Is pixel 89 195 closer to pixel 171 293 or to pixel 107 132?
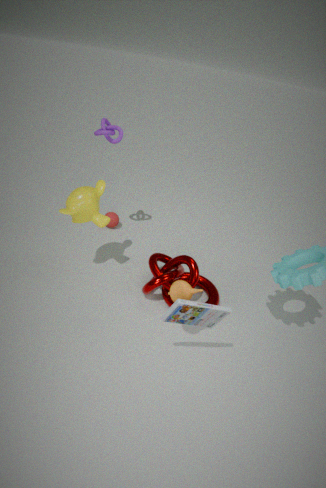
pixel 107 132
